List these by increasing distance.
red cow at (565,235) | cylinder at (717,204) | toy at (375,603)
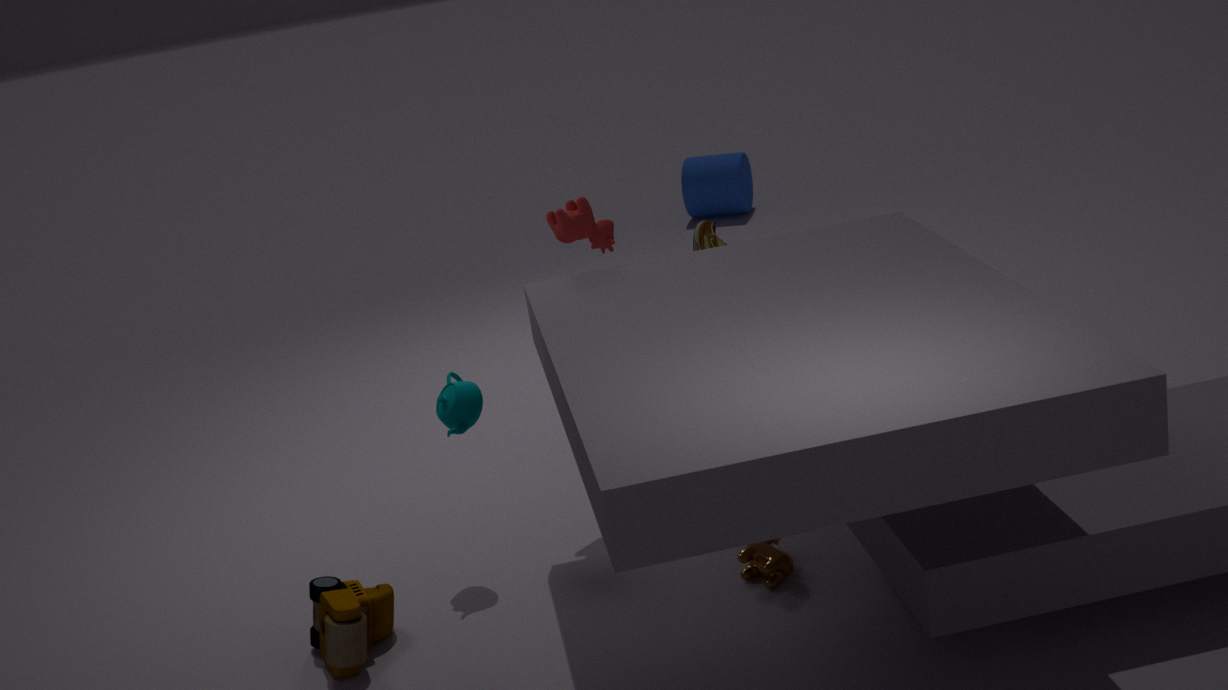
1. toy at (375,603)
2. red cow at (565,235)
3. cylinder at (717,204)
